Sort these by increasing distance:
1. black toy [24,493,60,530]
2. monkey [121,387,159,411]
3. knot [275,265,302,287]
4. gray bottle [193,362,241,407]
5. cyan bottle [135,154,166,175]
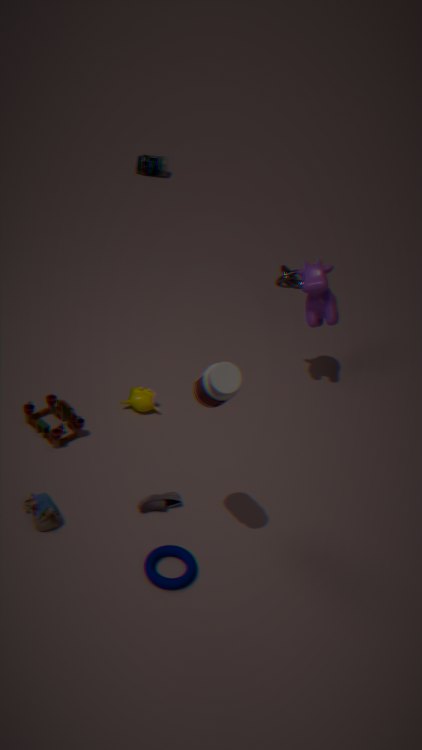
1. gray bottle [193,362,241,407]
2. black toy [24,493,60,530]
3. monkey [121,387,159,411]
4. knot [275,265,302,287]
5. cyan bottle [135,154,166,175]
